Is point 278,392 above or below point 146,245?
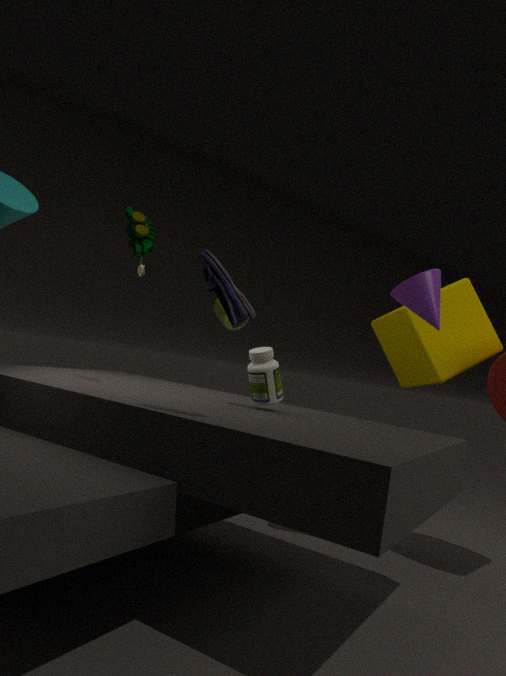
below
